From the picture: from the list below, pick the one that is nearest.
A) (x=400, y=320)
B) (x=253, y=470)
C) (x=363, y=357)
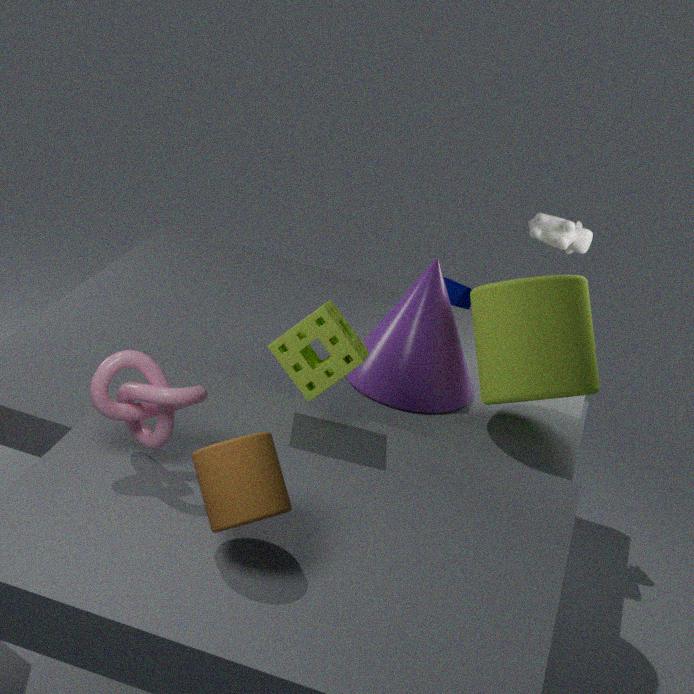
(x=253, y=470)
